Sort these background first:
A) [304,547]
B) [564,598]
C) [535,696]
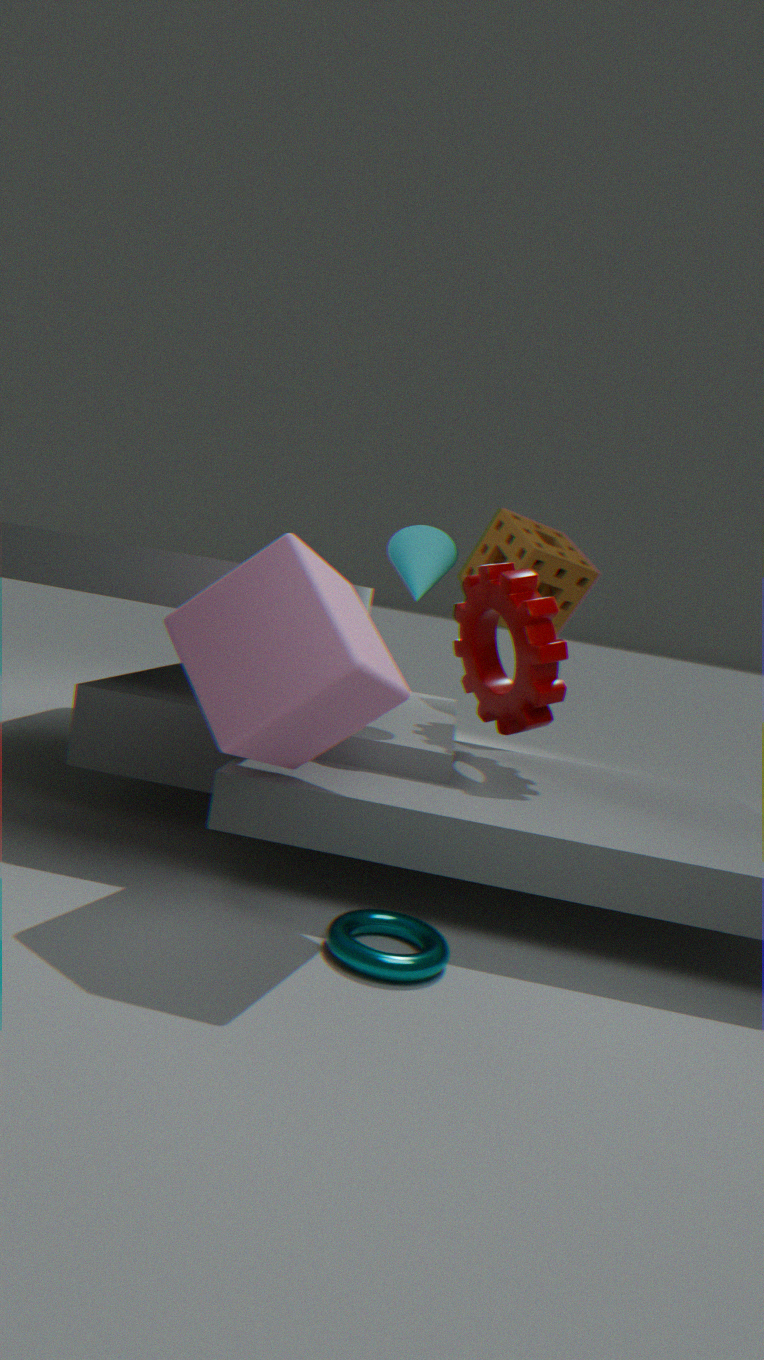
[564,598], [535,696], [304,547]
